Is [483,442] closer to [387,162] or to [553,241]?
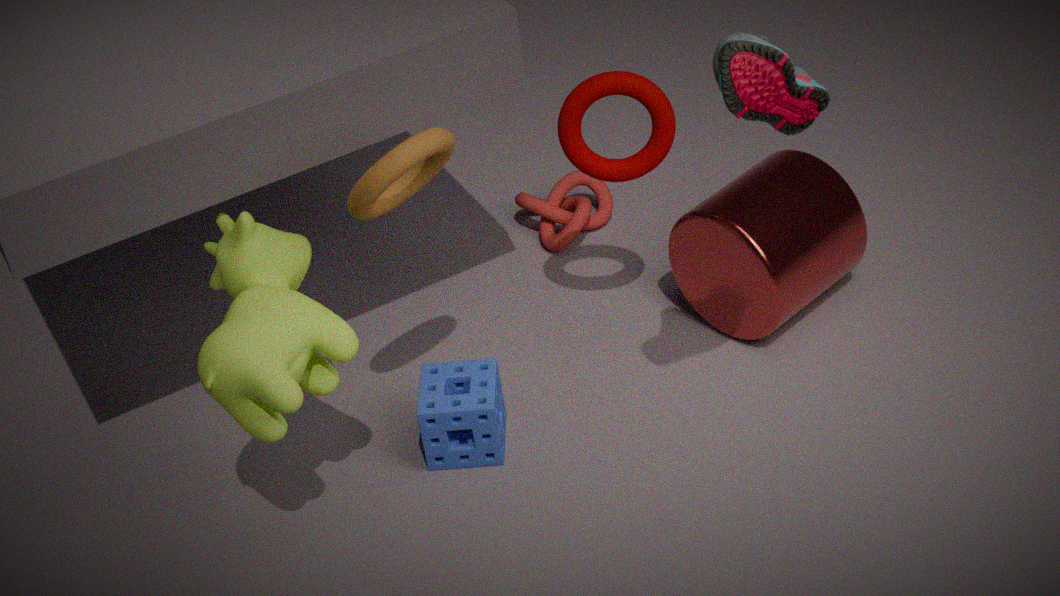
[387,162]
